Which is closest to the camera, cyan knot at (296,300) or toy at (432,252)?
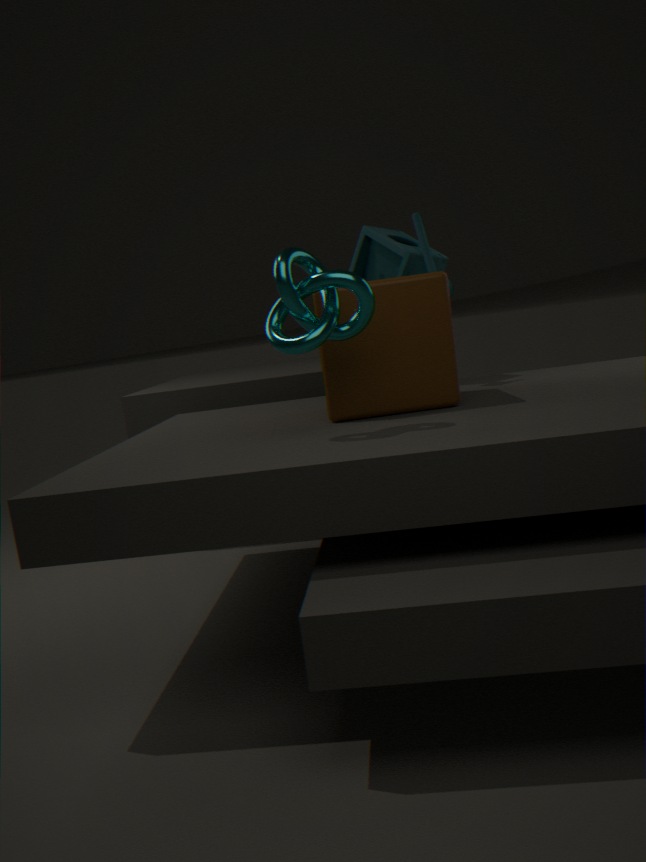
cyan knot at (296,300)
